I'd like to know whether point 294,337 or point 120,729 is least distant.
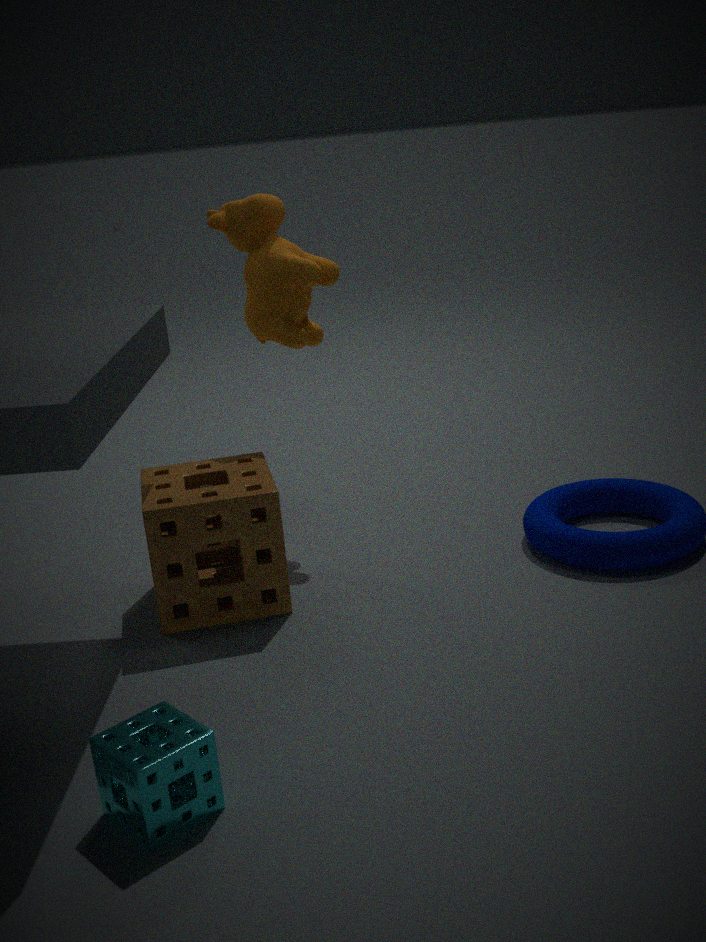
point 120,729
